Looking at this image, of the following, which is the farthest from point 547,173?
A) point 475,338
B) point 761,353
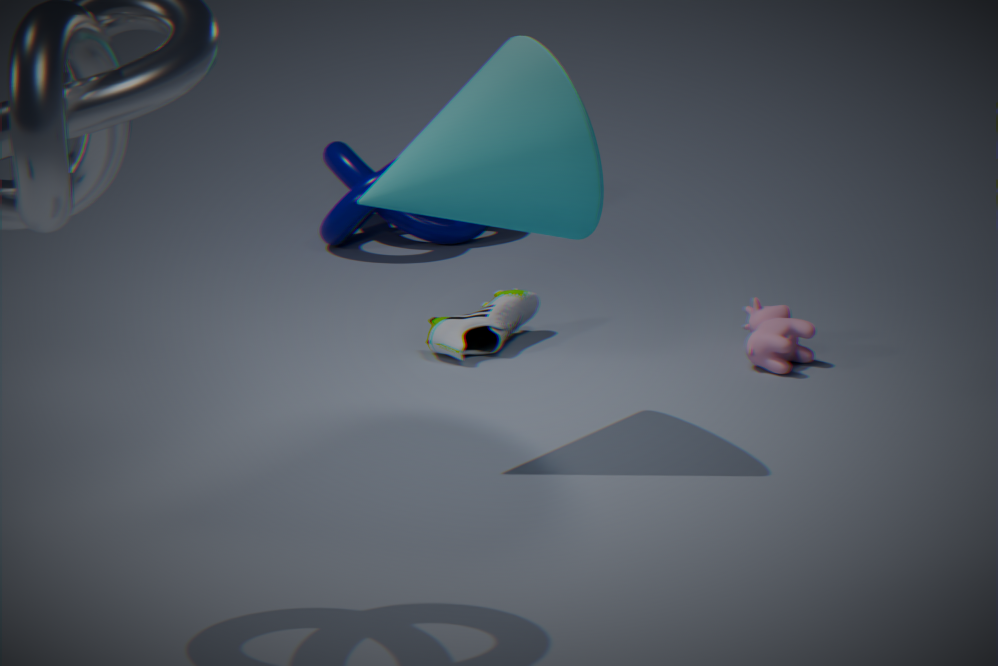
point 761,353
